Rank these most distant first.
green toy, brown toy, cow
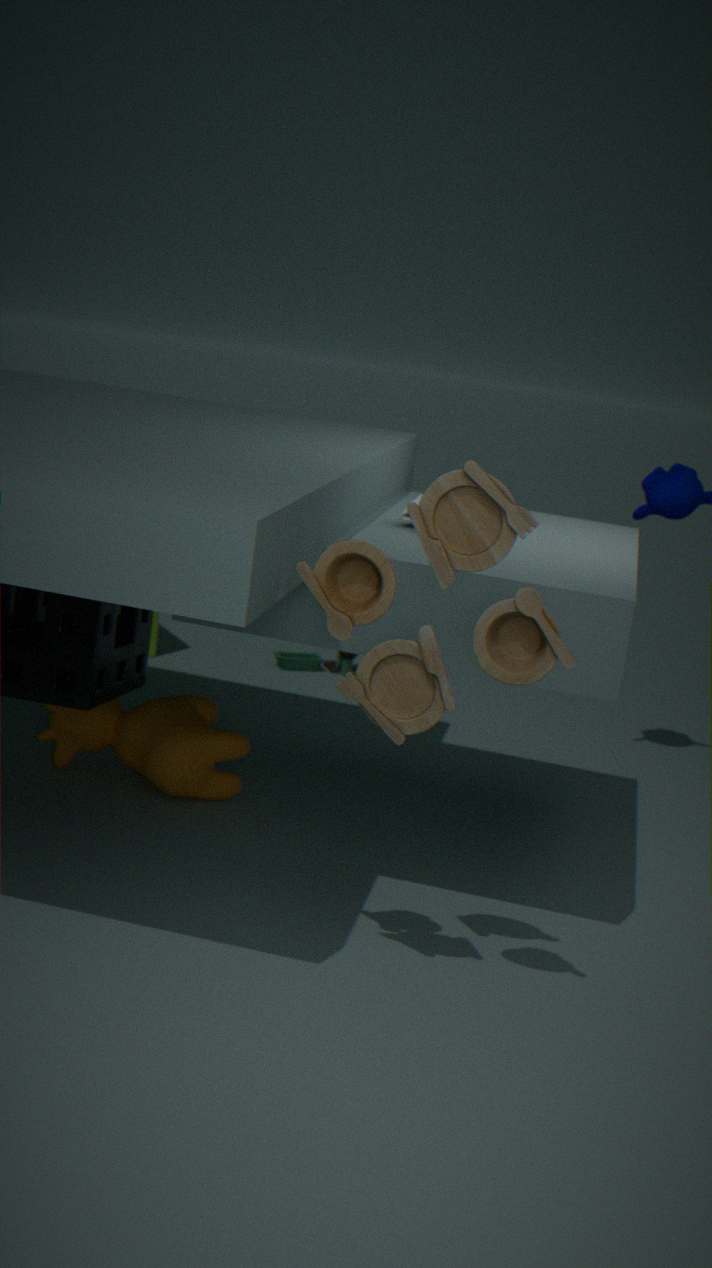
green toy < cow < brown toy
